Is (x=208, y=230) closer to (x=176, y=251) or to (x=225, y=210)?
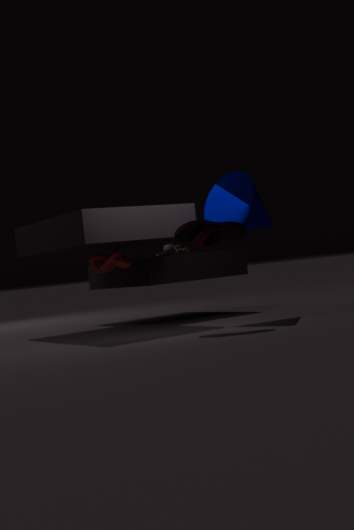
(x=225, y=210)
